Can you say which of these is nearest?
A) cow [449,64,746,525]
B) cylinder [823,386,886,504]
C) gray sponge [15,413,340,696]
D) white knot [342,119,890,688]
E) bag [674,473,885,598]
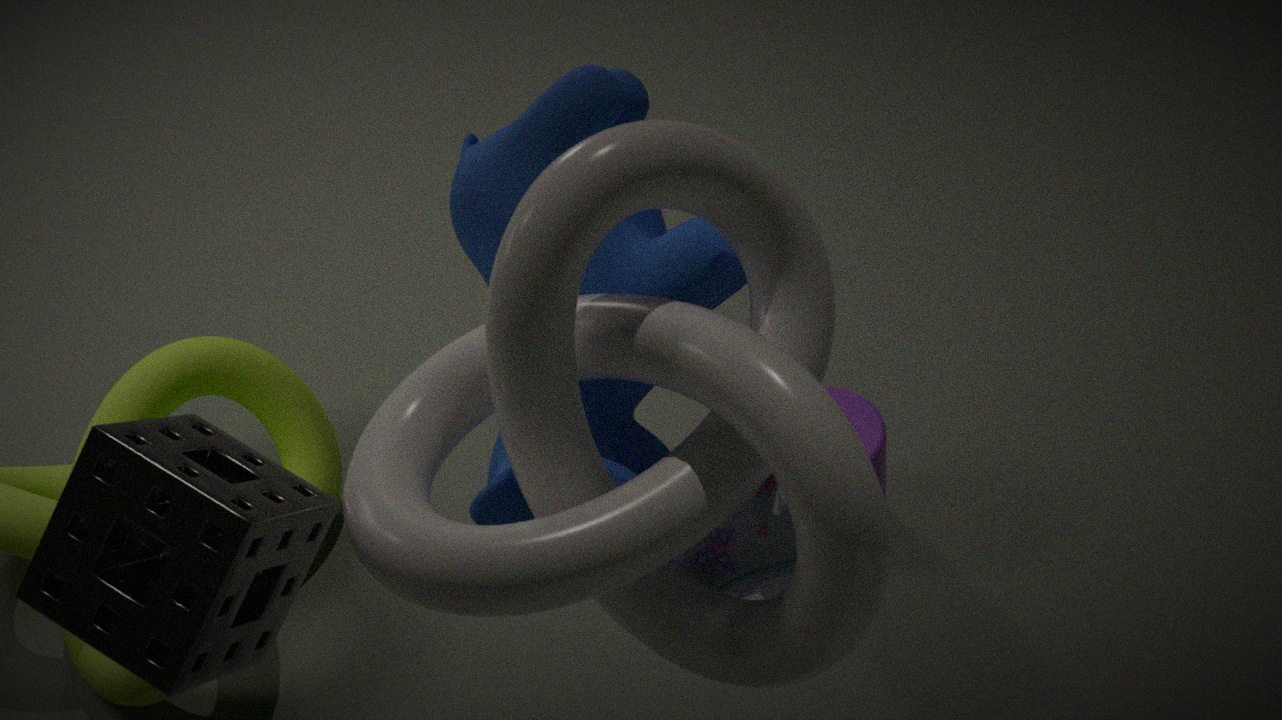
white knot [342,119,890,688]
